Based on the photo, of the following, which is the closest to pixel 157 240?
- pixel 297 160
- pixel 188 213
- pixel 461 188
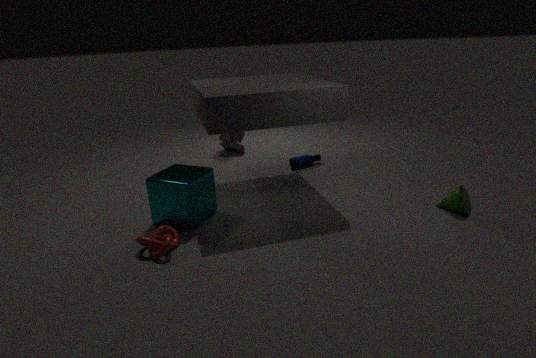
pixel 188 213
